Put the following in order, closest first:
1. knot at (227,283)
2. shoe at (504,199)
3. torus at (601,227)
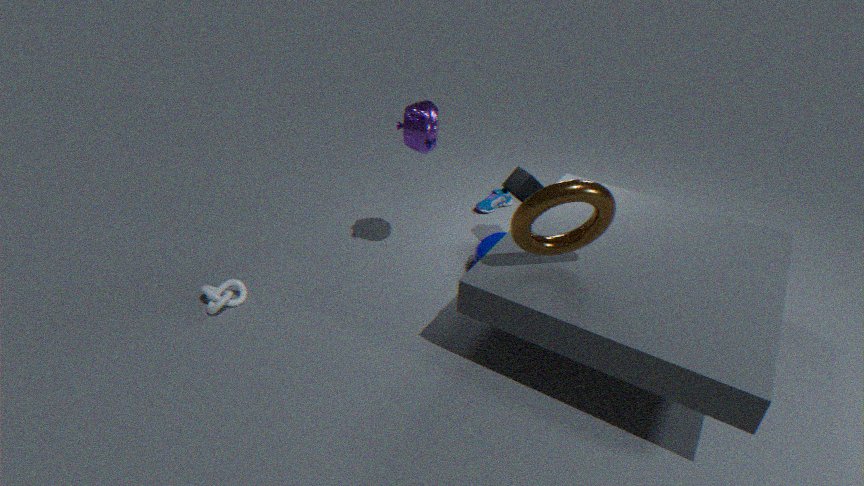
torus at (601,227)
knot at (227,283)
shoe at (504,199)
